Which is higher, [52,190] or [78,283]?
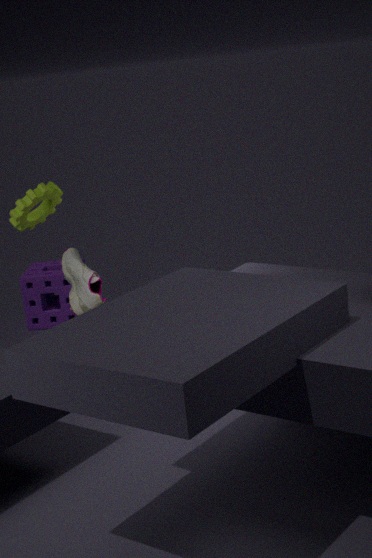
[52,190]
